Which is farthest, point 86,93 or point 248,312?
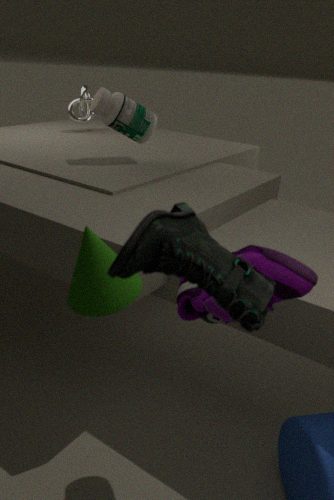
point 86,93
